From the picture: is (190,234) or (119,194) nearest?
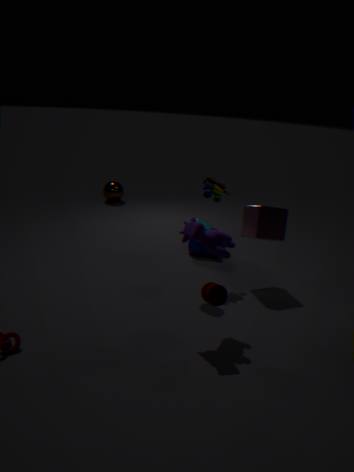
(190,234)
